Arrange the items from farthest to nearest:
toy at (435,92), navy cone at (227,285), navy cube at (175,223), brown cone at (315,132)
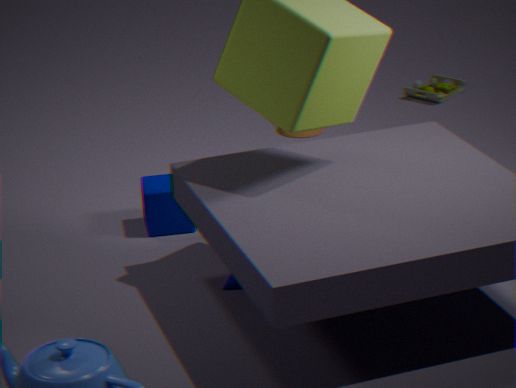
1. toy at (435,92)
2. brown cone at (315,132)
3. navy cube at (175,223)
4. navy cone at (227,285)
